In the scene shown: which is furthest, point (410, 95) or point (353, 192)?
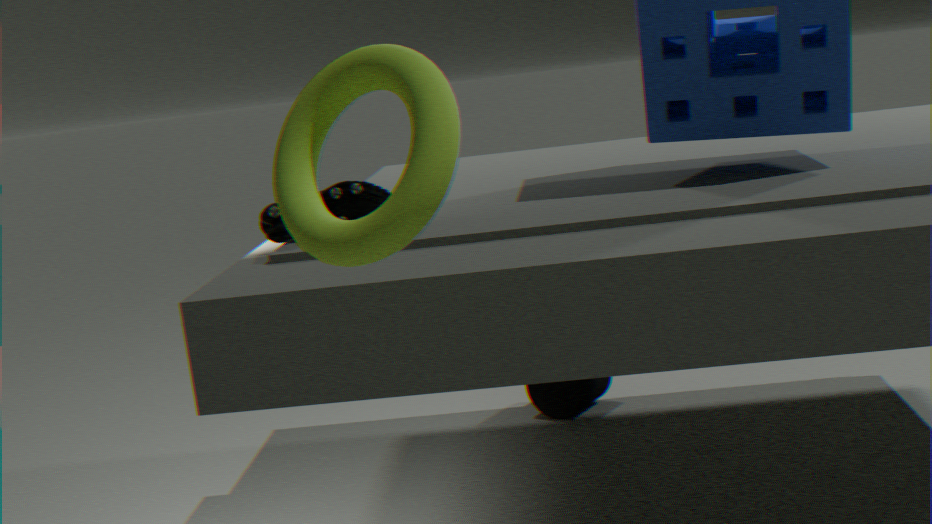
point (353, 192)
